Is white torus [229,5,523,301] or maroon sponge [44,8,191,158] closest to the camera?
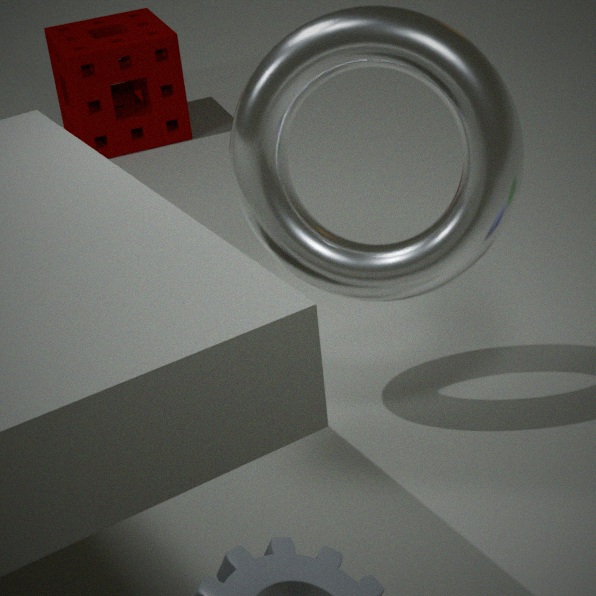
white torus [229,5,523,301]
